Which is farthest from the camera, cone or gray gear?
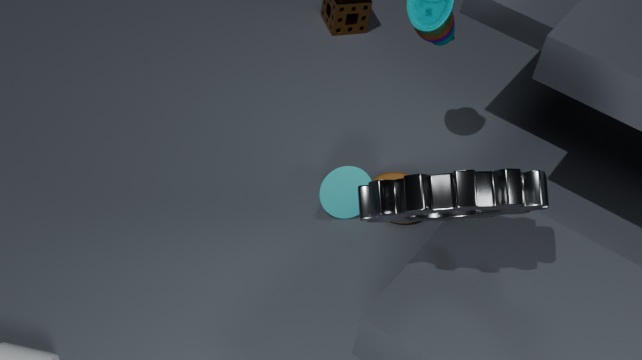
cone
